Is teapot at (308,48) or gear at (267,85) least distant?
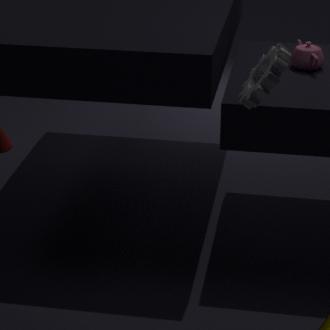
gear at (267,85)
